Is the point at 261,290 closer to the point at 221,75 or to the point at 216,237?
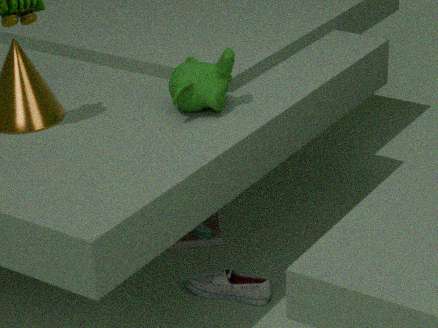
the point at 216,237
